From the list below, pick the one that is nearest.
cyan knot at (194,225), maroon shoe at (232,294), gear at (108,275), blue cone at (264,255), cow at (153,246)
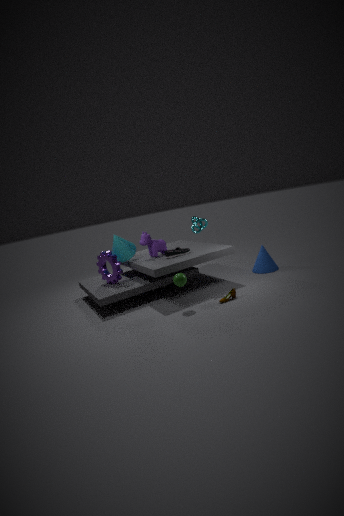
maroon shoe at (232,294)
